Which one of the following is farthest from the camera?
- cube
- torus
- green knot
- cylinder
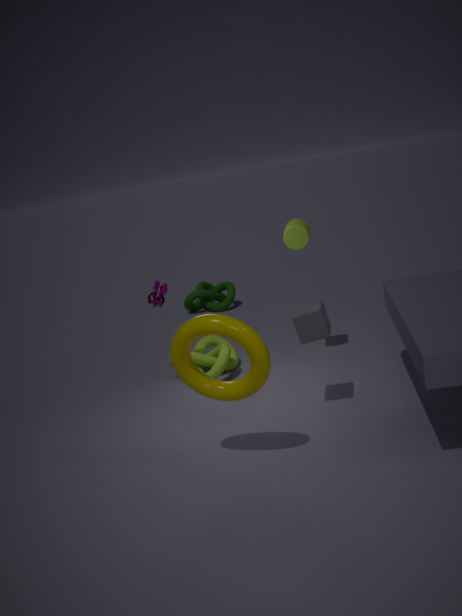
green knot
